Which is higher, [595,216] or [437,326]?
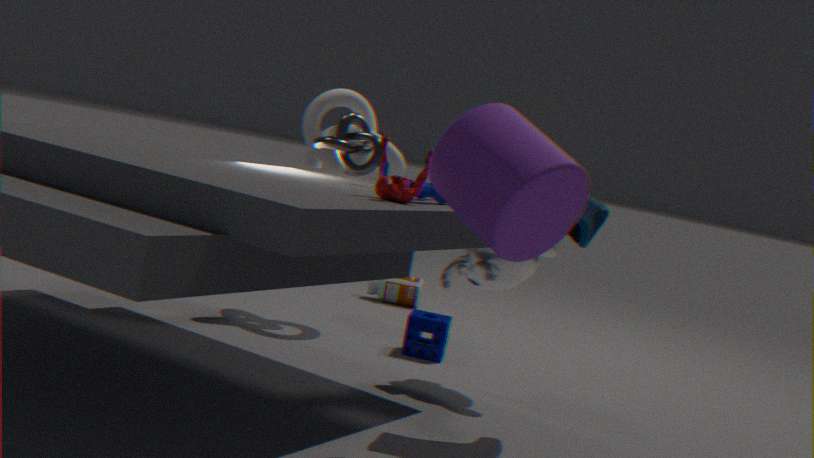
[595,216]
